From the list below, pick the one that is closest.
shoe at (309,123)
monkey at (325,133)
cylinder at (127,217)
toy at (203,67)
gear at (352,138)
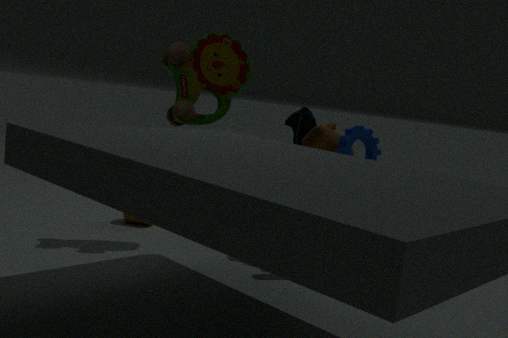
gear at (352,138)
